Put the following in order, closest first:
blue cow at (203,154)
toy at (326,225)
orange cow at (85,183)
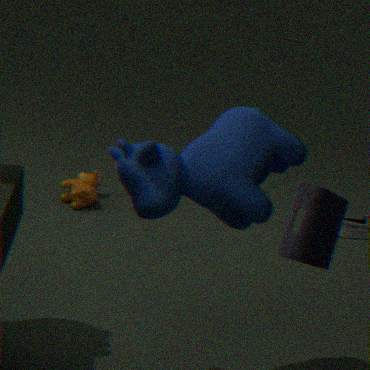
blue cow at (203,154)
toy at (326,225)
orange cow at (85,183)
